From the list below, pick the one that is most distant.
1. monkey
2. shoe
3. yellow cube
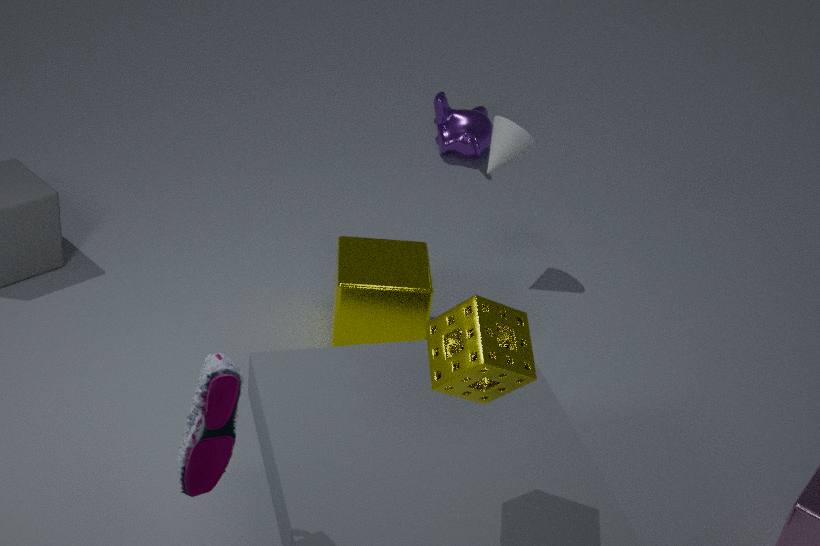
monkey
